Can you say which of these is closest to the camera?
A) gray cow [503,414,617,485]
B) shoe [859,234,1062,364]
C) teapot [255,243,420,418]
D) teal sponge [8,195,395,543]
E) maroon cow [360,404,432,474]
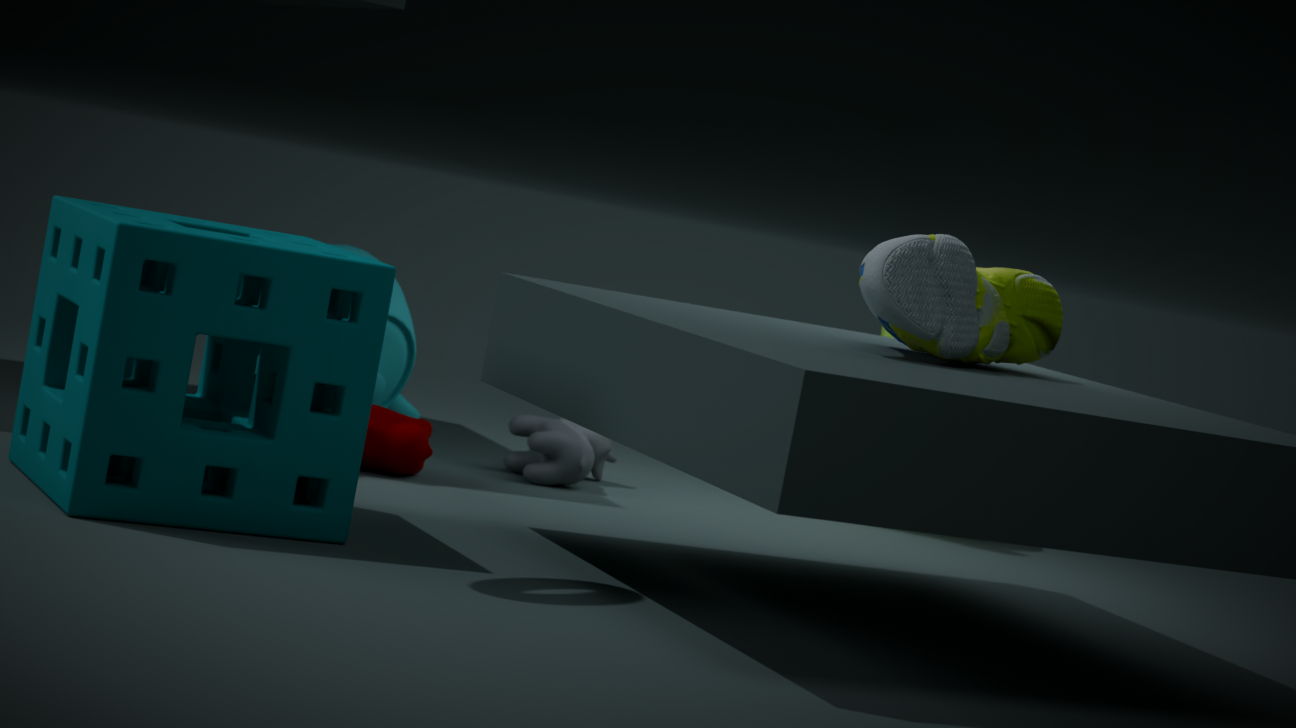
teal sponge [8,195,395,543]
